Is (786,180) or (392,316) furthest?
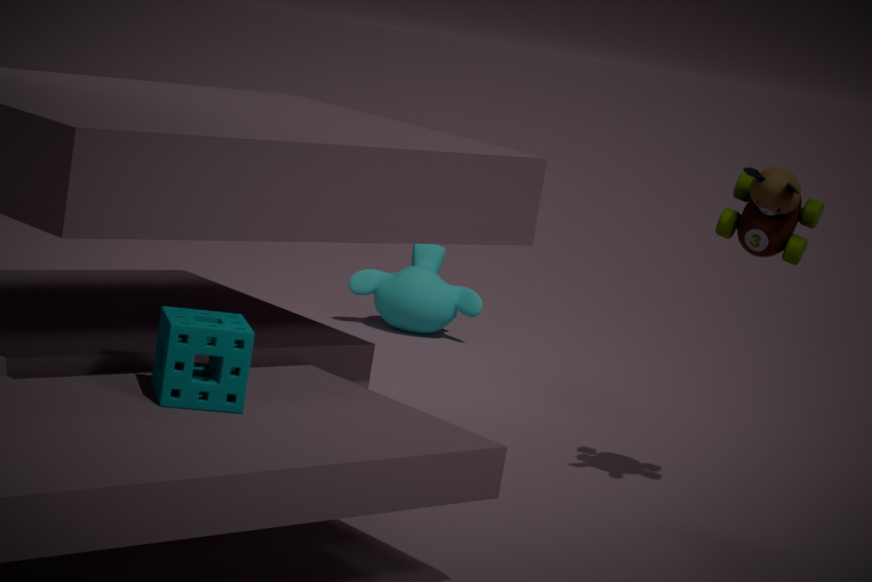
(392,316)
